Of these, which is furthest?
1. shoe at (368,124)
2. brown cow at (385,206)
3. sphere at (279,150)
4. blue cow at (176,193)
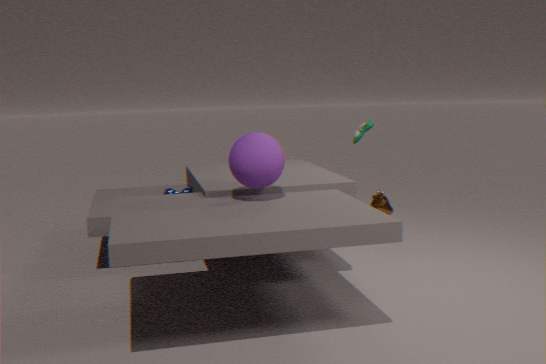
brown cow at (385,206)
